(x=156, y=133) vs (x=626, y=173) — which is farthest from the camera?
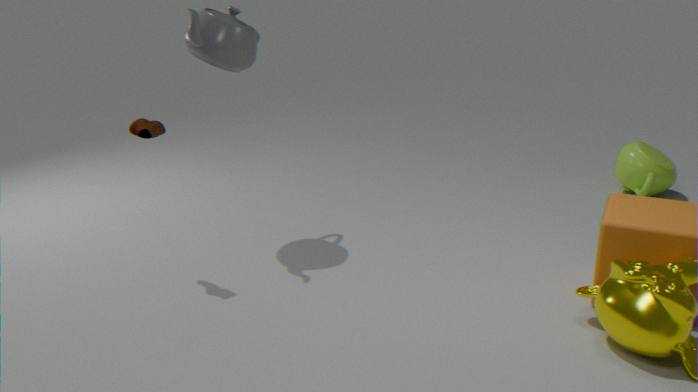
(x=626, y=173)
